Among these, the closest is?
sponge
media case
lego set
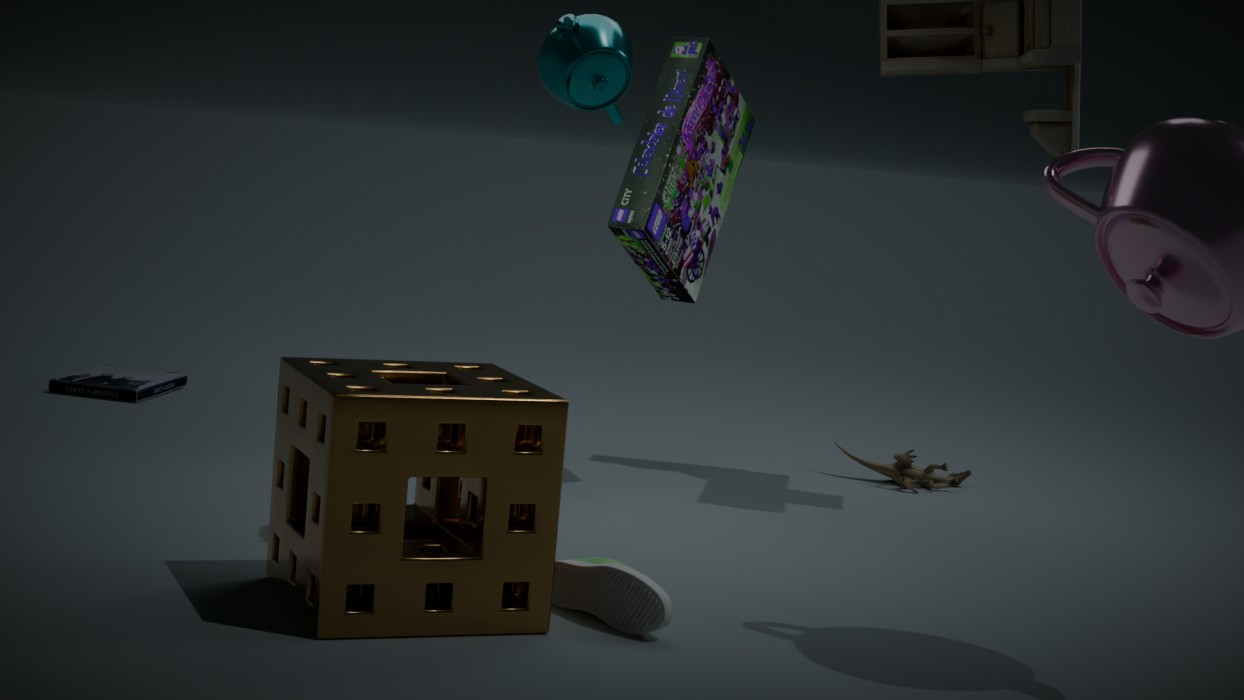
sponge
